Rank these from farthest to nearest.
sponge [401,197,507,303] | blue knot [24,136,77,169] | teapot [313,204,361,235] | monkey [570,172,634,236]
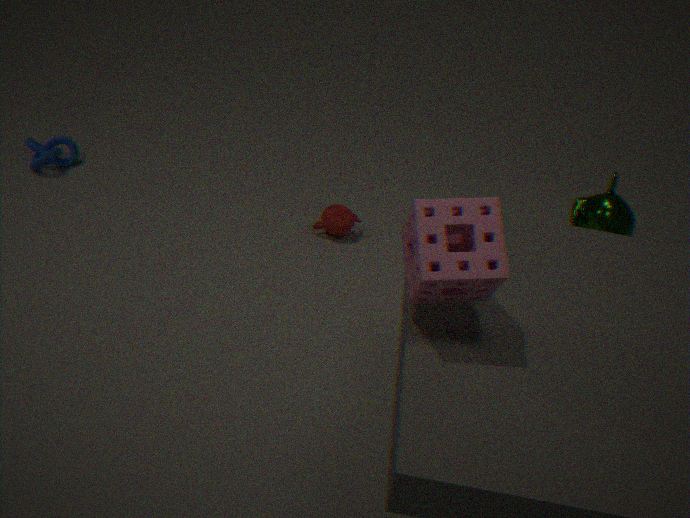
blue knot [24,136,77,169], monkey [570,172,634,236], teapot [313,204,361,235], sponge [401,197,507,303]
